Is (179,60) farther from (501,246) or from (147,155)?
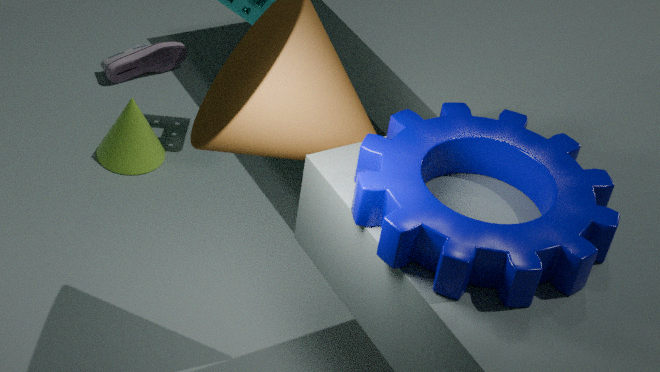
(501,246)
